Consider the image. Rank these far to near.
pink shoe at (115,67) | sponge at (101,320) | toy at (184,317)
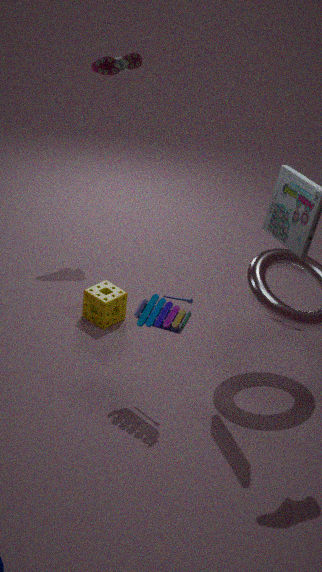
1. pink shoe at (115,67)
2. sponge at (101,320)
3. toy at (184,317)
